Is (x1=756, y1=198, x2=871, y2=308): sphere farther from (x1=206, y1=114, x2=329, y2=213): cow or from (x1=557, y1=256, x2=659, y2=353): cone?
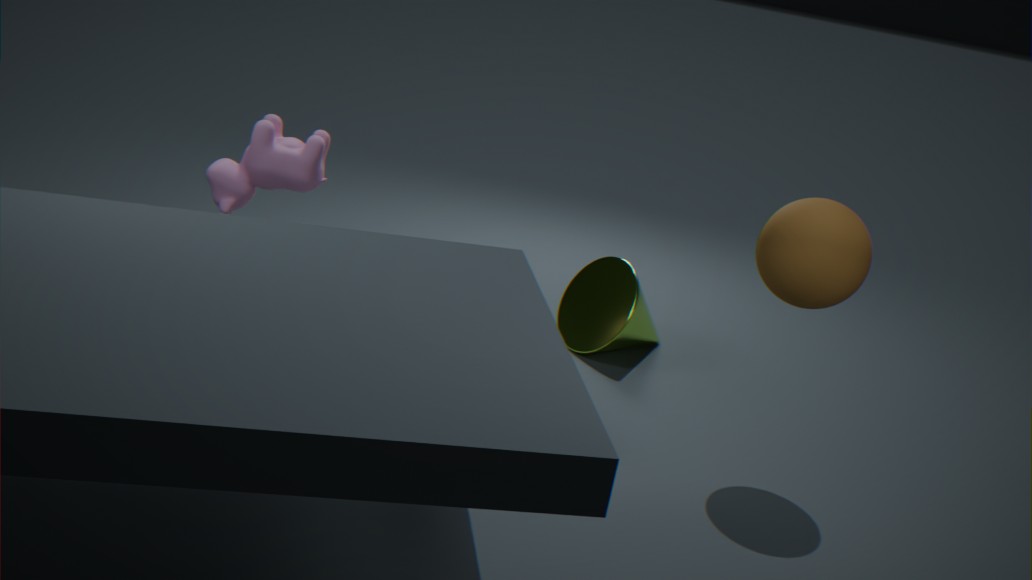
(x1=206, y1=114, x2=329, y2=213): cow
